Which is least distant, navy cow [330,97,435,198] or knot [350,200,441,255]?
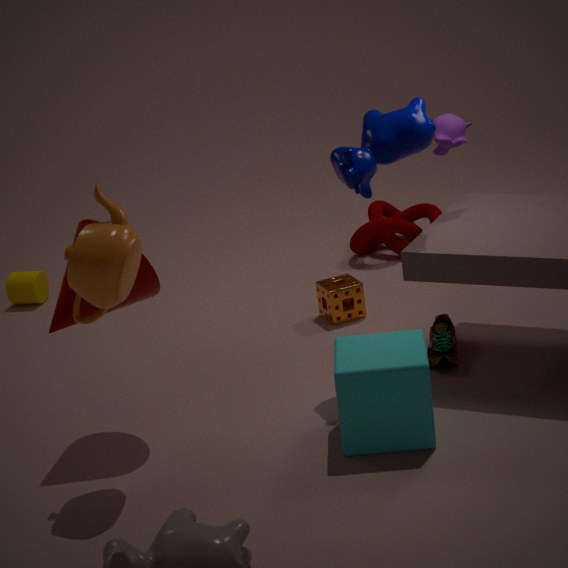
navy cow [330,97,435,198]
